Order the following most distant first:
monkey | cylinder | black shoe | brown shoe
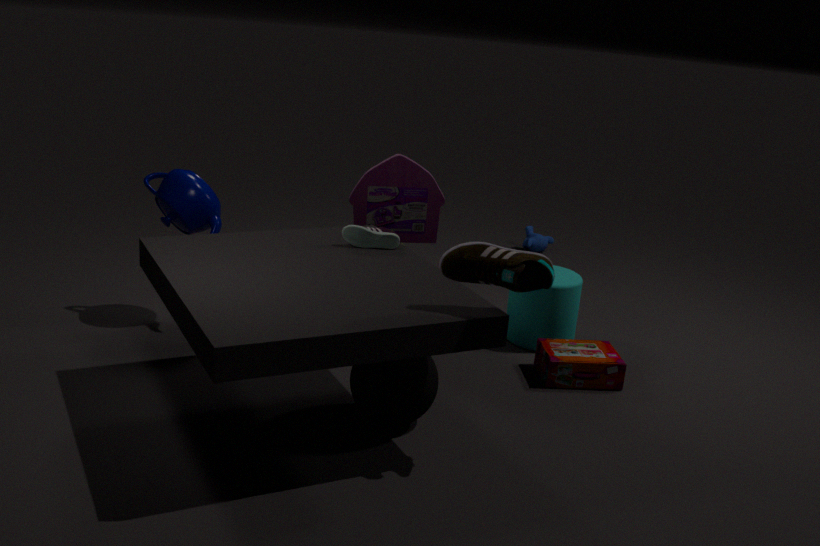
monkey
cylinder
black shoe
brown shoe
